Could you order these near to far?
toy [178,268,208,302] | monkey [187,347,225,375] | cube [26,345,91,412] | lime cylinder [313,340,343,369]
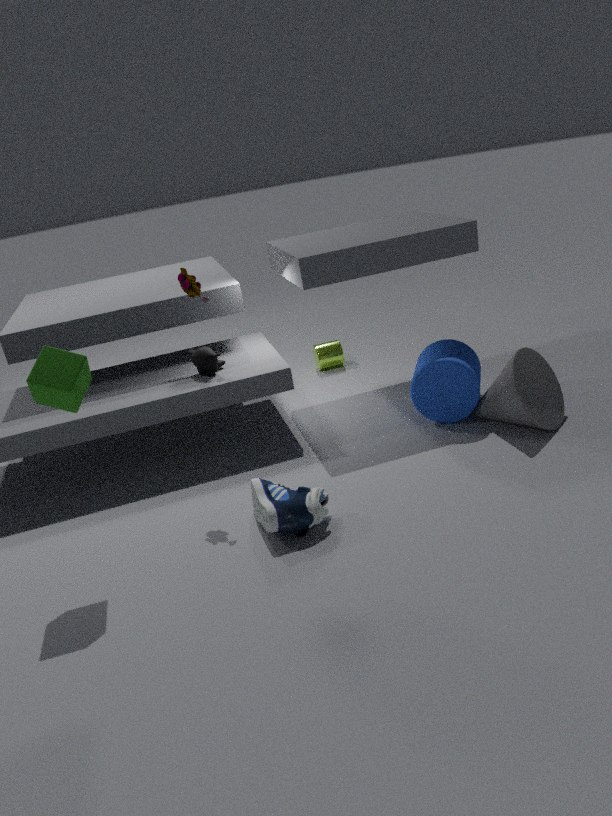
cube [26,345,91,412], toy [178,268,208,302], monkey [187,347,225,375], lime cylinder [313,340,343,369]
